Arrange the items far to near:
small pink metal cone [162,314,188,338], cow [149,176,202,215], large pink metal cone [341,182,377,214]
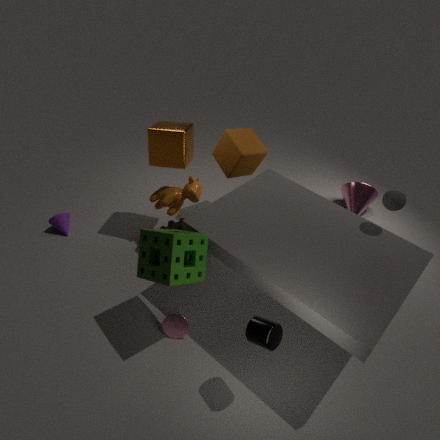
large pink metal cone [341,182,377,214]
cow [149,176,202,215]
small pink metal cone [162,314,188,338]
